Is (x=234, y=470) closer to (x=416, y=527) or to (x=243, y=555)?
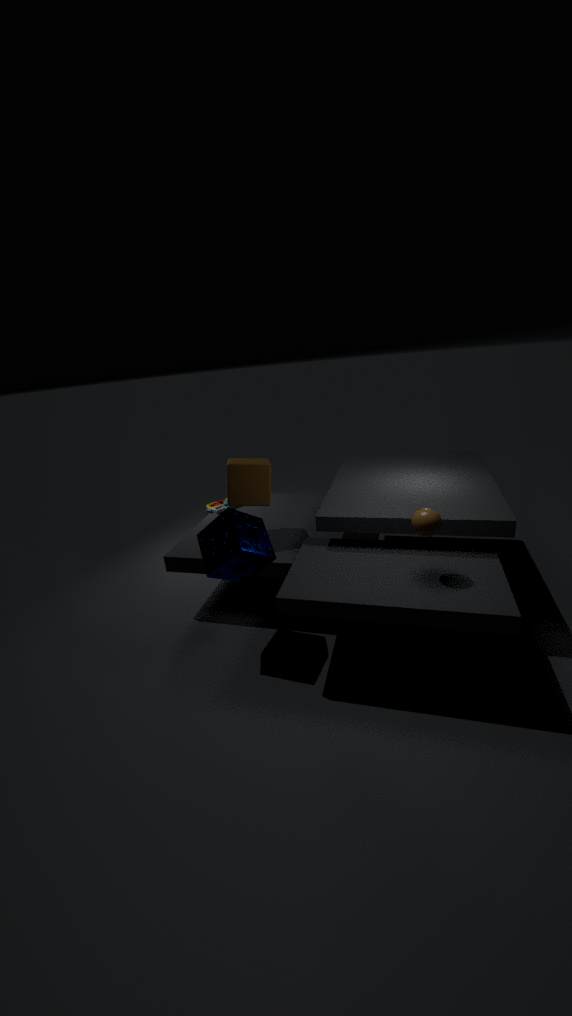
(x=243, y=555)
